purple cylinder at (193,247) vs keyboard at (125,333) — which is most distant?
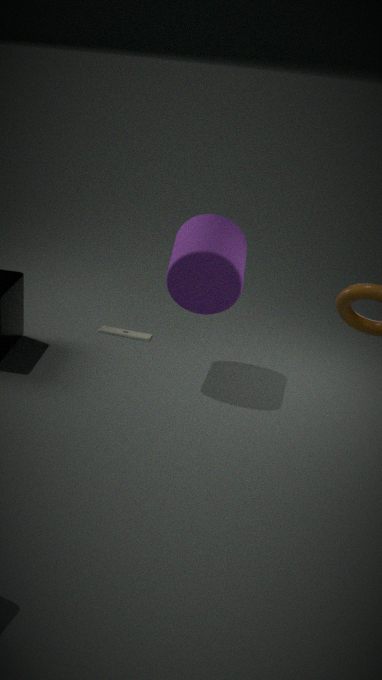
keyboard at (125,333)
